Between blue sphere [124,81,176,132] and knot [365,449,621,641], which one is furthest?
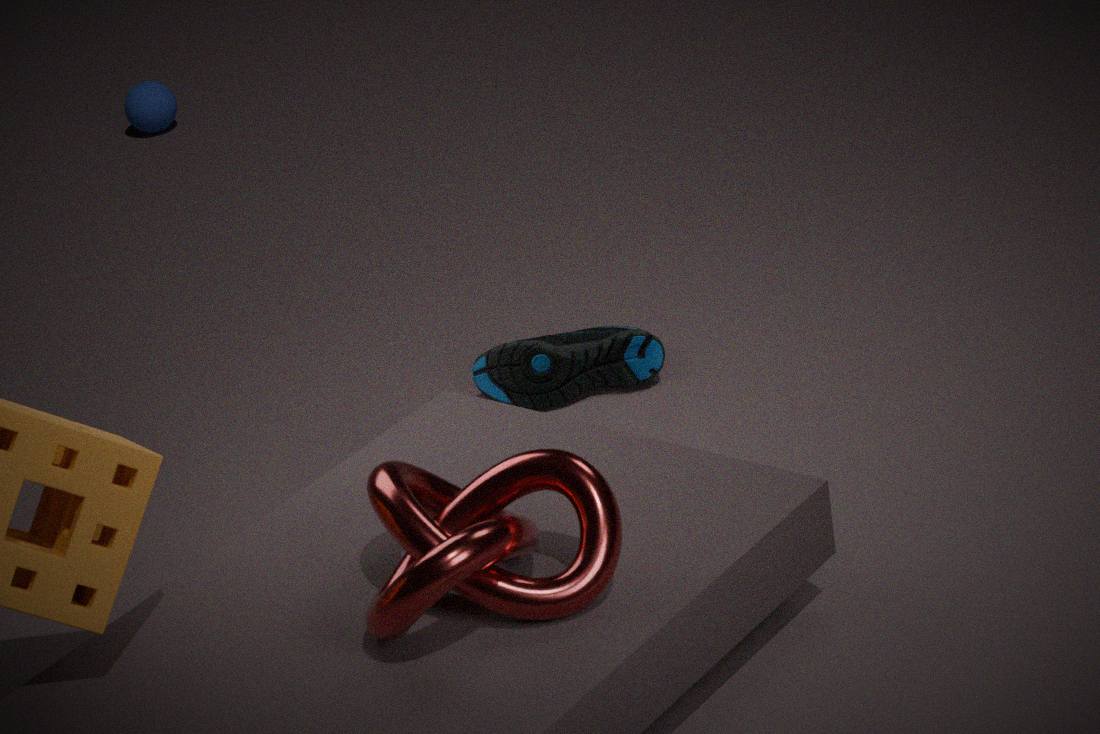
blue sphere [124,81,176,132]
